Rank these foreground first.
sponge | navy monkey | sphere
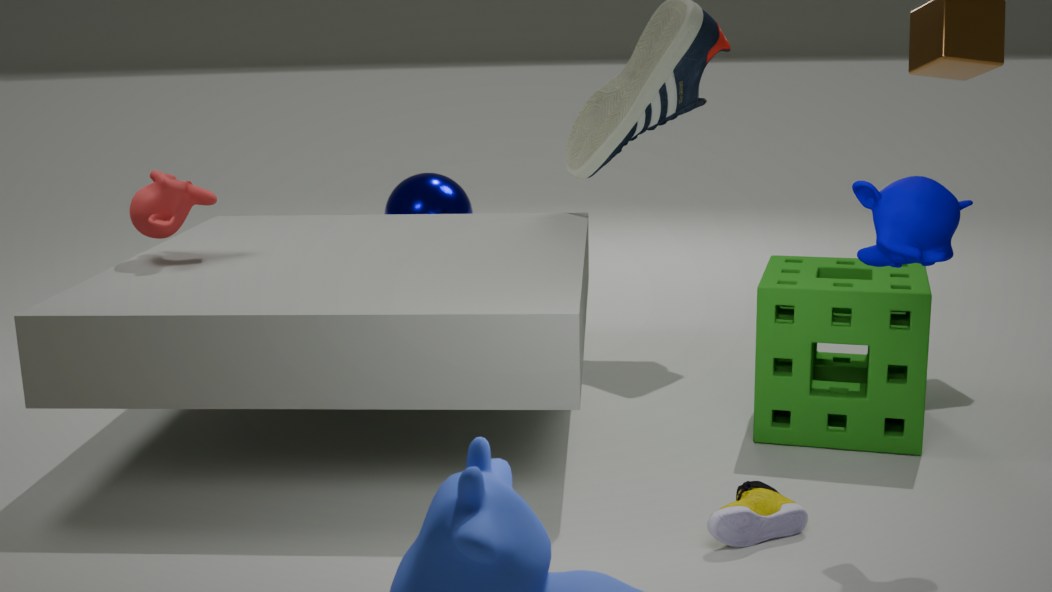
navy monkey
sponge
sphere
